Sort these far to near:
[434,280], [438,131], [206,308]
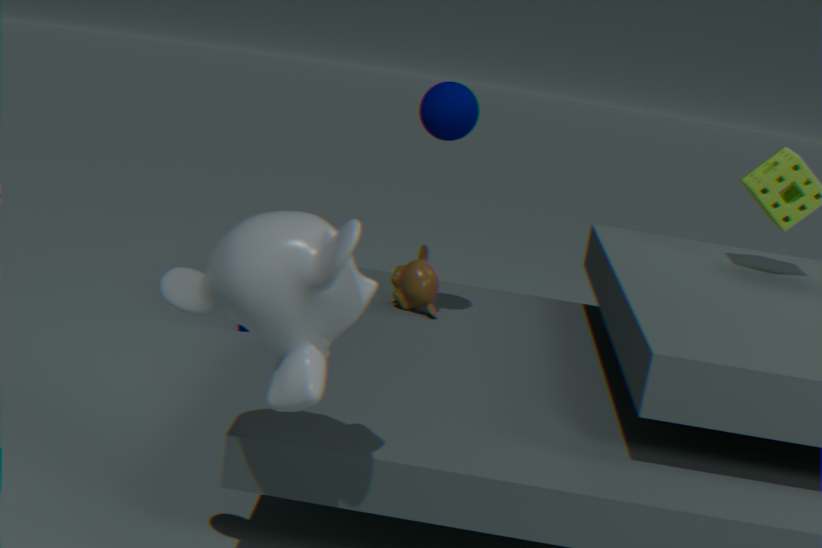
[434,280]
[438,131]
[206,308]
